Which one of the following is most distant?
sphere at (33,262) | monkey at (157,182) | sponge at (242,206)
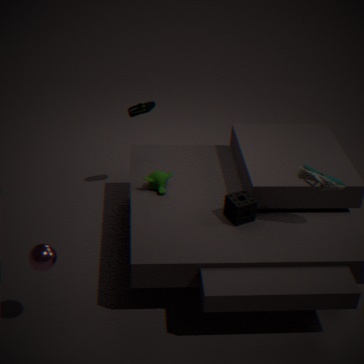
monkey at (157,182)
